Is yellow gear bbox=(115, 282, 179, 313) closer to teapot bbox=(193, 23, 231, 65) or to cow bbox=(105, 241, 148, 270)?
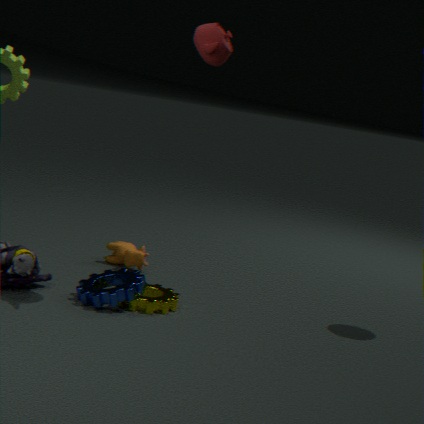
cow bbox=(105, 241, 148, 270)
